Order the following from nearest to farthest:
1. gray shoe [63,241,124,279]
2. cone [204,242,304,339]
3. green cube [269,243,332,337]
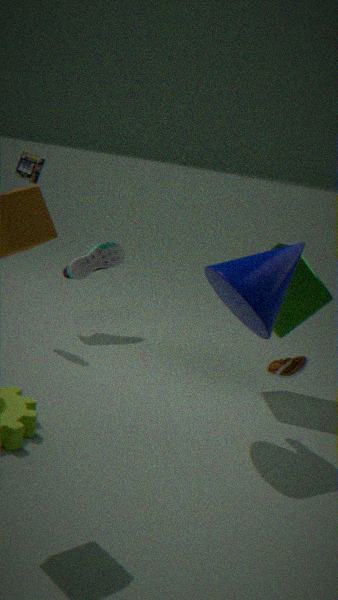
cone [204,242,304,339] → green cube [269,243,332,337] → gray shoe [63,241,124,279]
